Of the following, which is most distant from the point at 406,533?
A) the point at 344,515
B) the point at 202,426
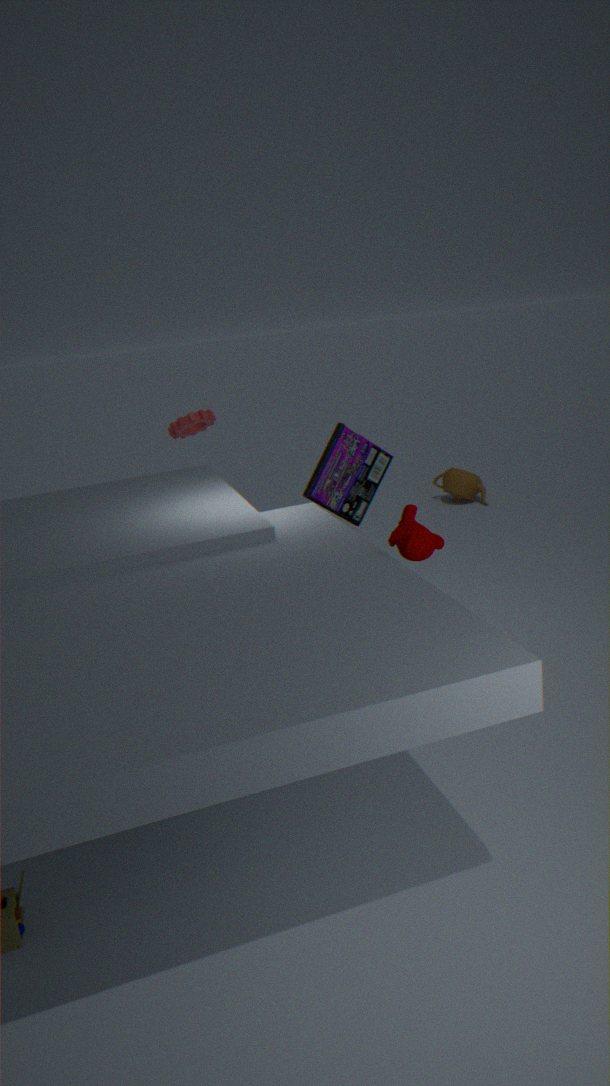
the point at 202,426
